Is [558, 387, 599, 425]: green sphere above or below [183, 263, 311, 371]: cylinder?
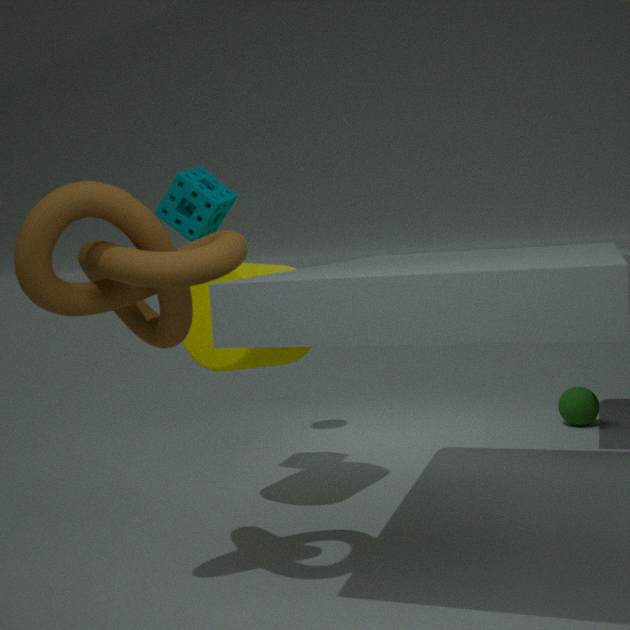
below
